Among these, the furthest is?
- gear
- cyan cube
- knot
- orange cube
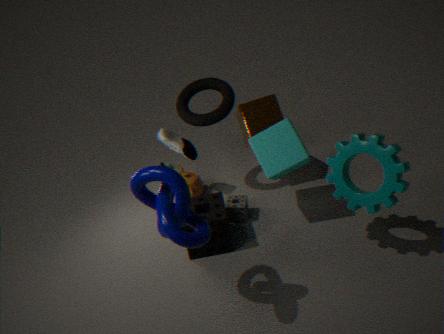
orange cube
